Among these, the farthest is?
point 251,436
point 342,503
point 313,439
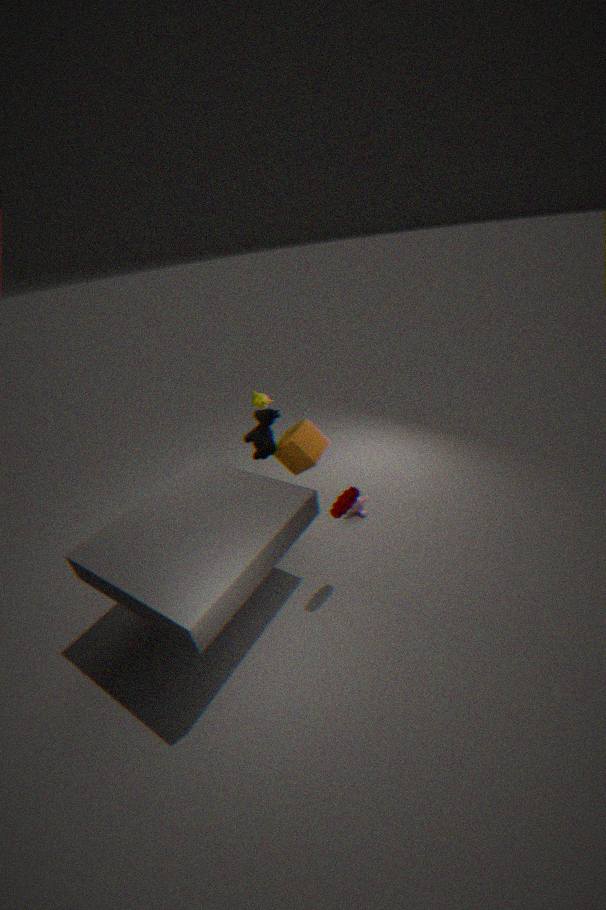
point 313,439
